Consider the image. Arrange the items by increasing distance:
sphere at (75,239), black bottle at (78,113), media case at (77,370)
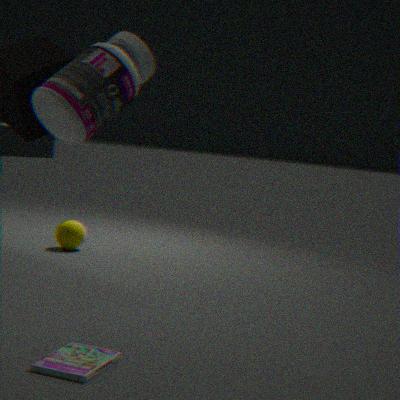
media case at (77,370) < black bottle at (78,113) < sphere at (75,239)
